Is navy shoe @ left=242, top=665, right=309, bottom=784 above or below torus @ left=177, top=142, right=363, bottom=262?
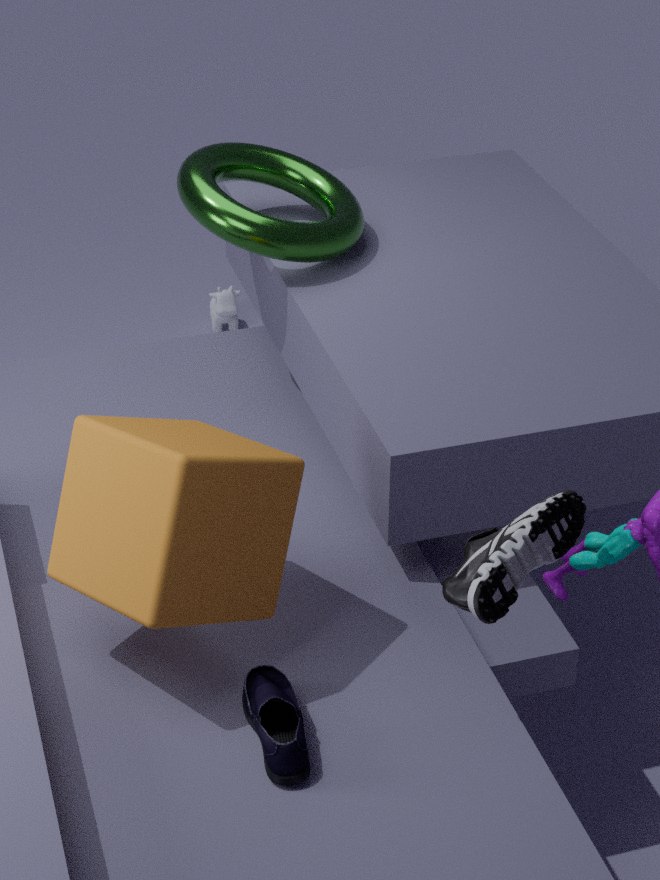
below
